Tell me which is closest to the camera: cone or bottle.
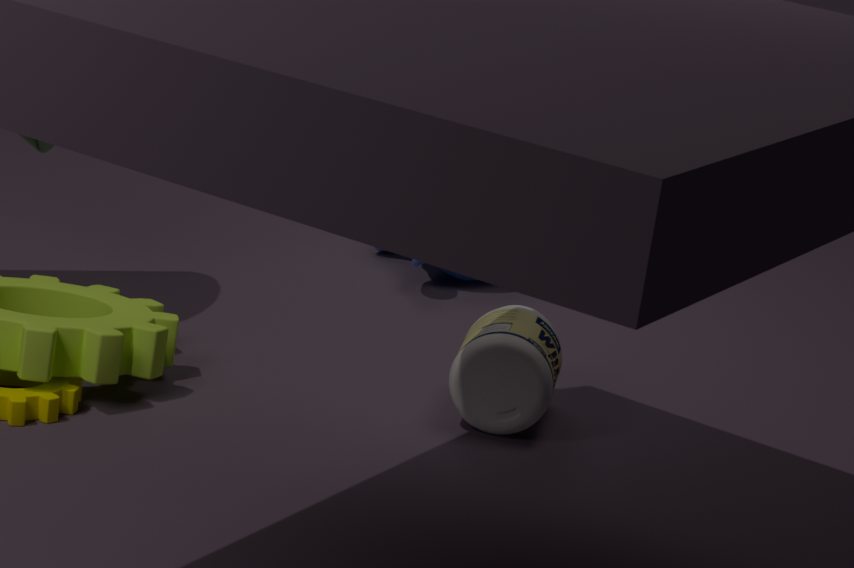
bottle
